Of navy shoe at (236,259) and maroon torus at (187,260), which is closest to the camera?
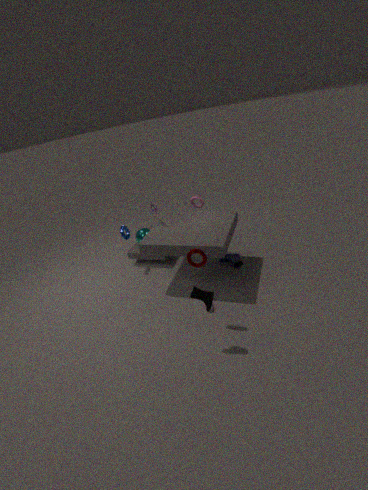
maroon torus at (187,260)
